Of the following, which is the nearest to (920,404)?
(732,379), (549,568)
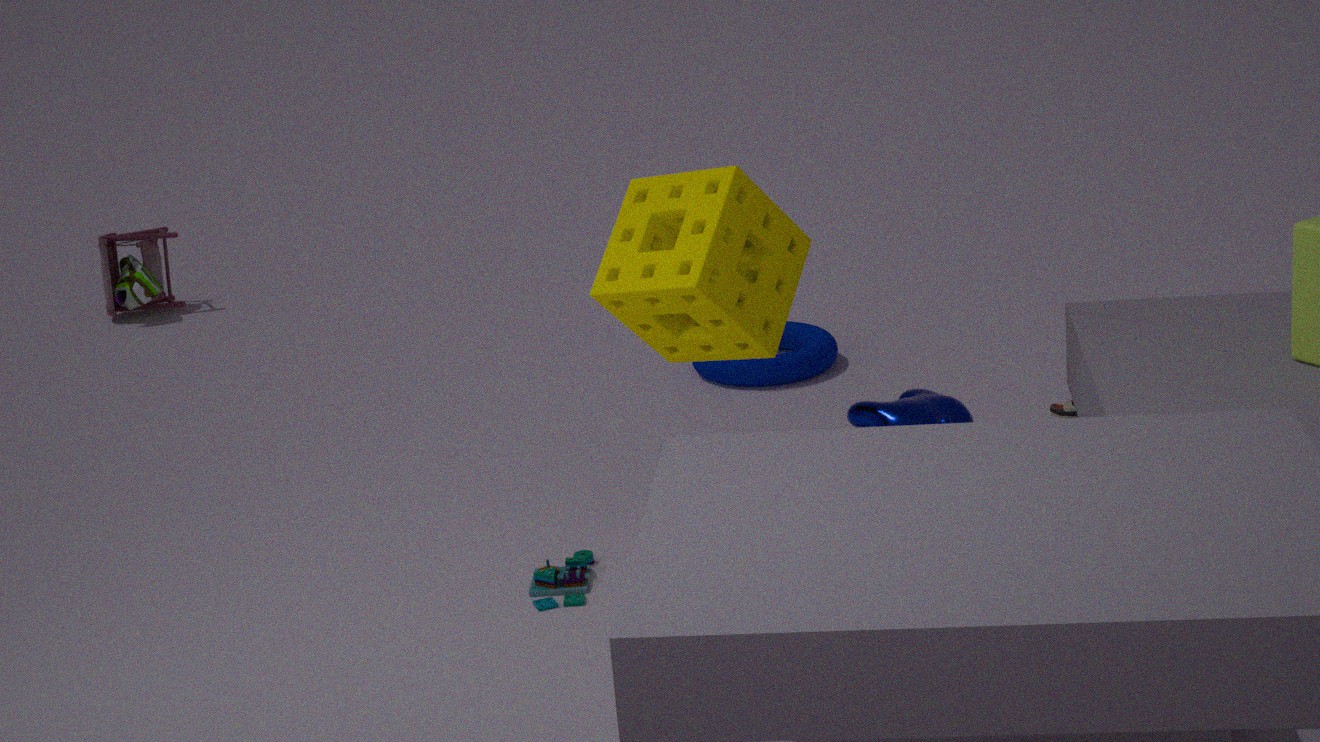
(549,568)
